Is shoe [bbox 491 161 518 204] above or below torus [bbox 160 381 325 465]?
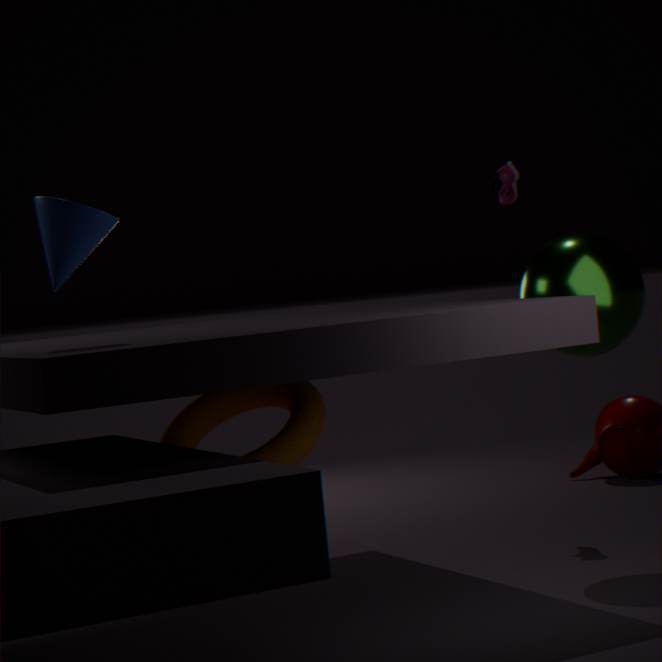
above
